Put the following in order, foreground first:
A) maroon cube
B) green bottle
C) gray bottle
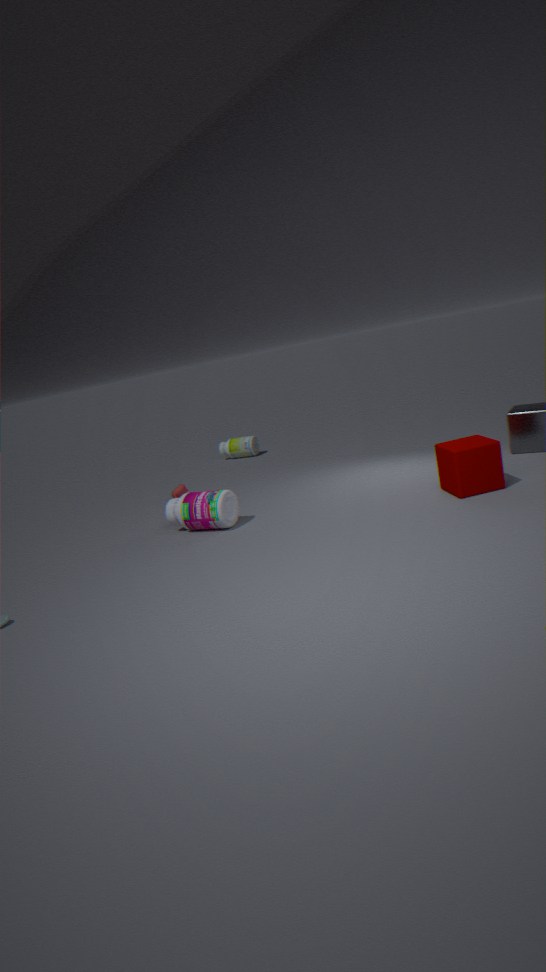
maroon cube, gray bottle, green bottle
